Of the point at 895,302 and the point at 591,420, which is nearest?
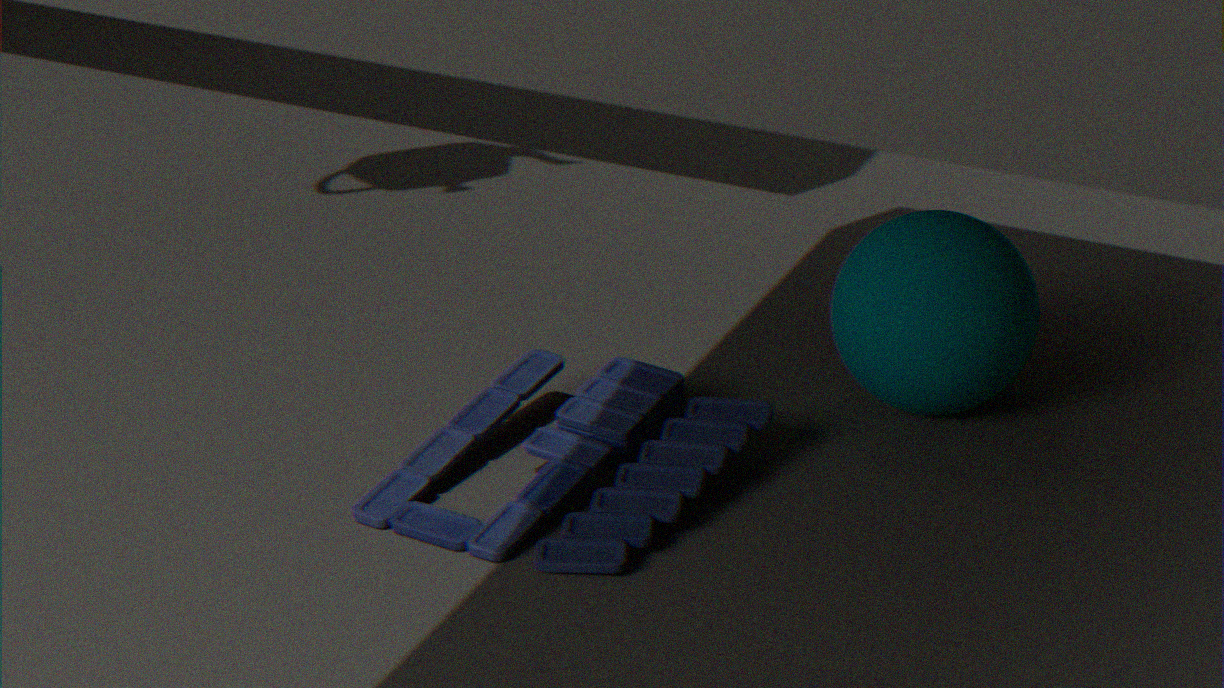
the point at 591,420
